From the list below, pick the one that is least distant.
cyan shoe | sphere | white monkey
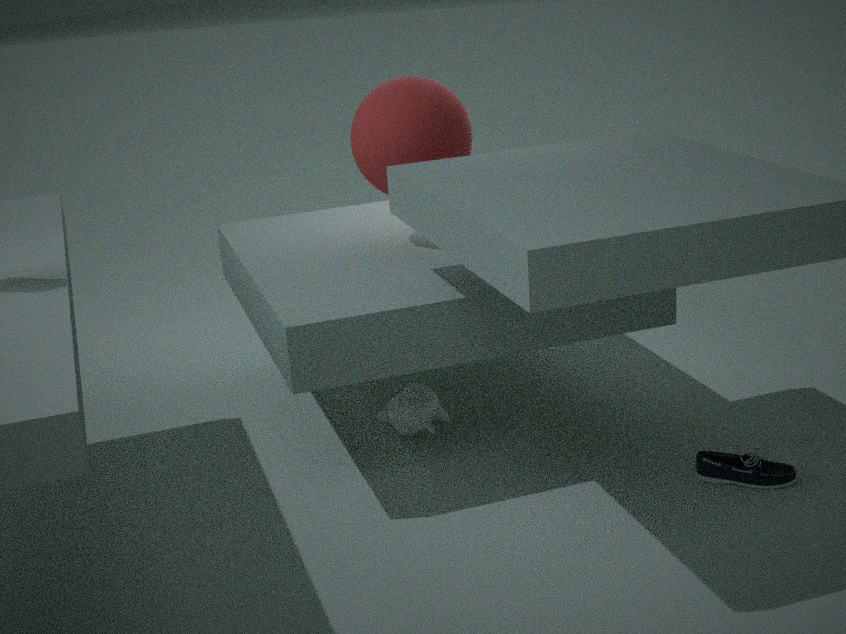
cyan shoe
